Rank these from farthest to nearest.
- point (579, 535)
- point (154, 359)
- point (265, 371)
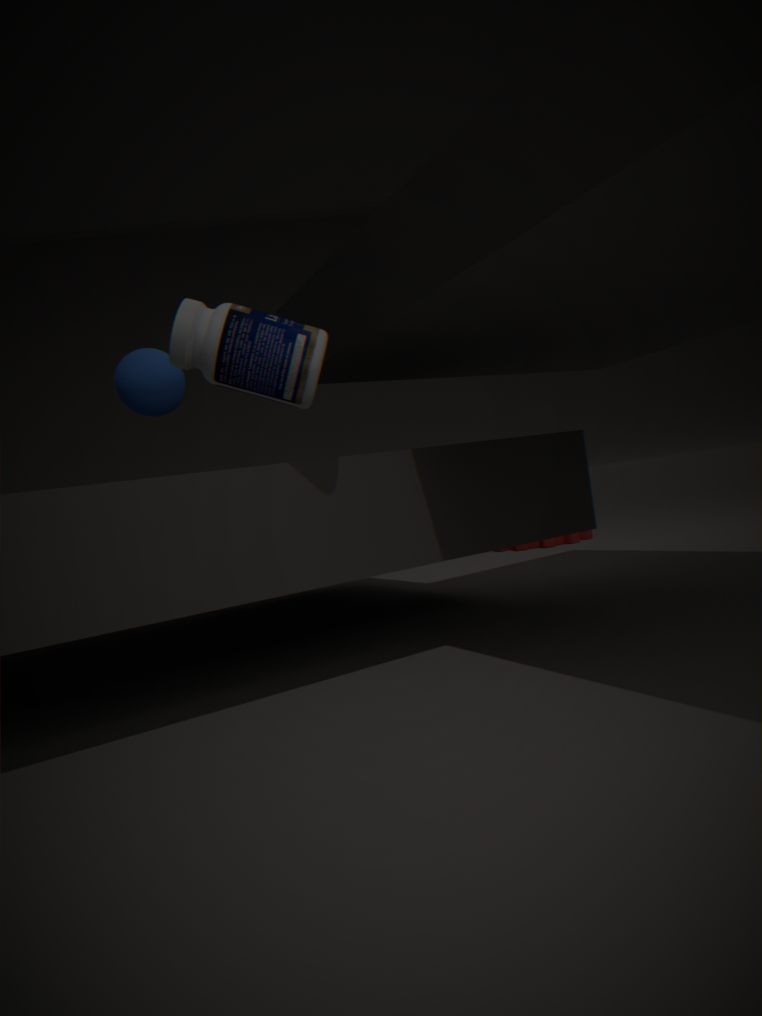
point (579, 535), point (154, 359), point (265, 371)
